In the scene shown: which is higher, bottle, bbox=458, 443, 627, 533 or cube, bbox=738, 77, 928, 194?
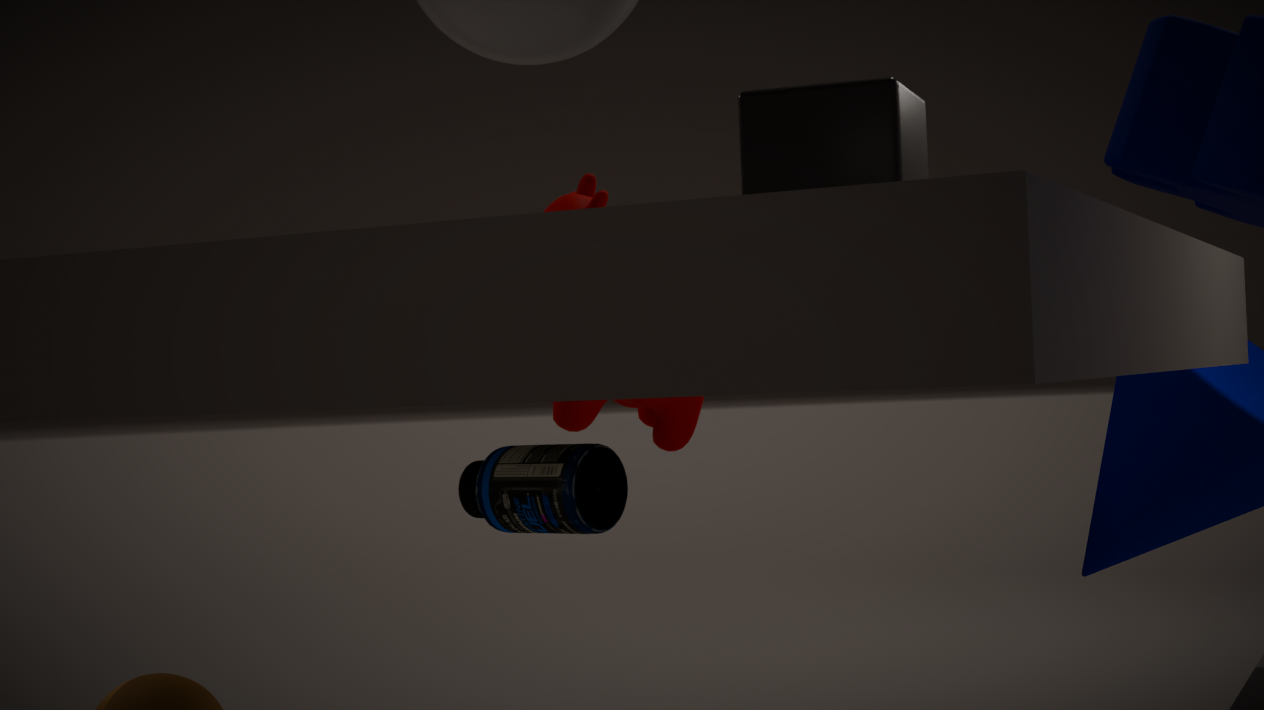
cube, bbox=738, 77, 928, 194
